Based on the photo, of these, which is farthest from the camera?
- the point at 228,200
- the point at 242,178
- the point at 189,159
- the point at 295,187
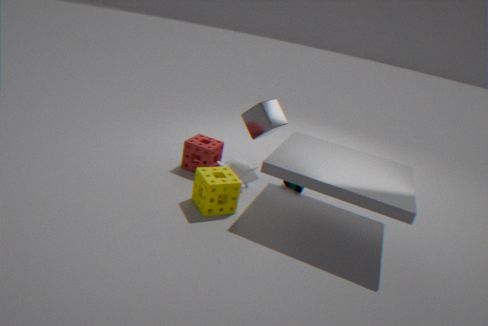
the point at 295,187
